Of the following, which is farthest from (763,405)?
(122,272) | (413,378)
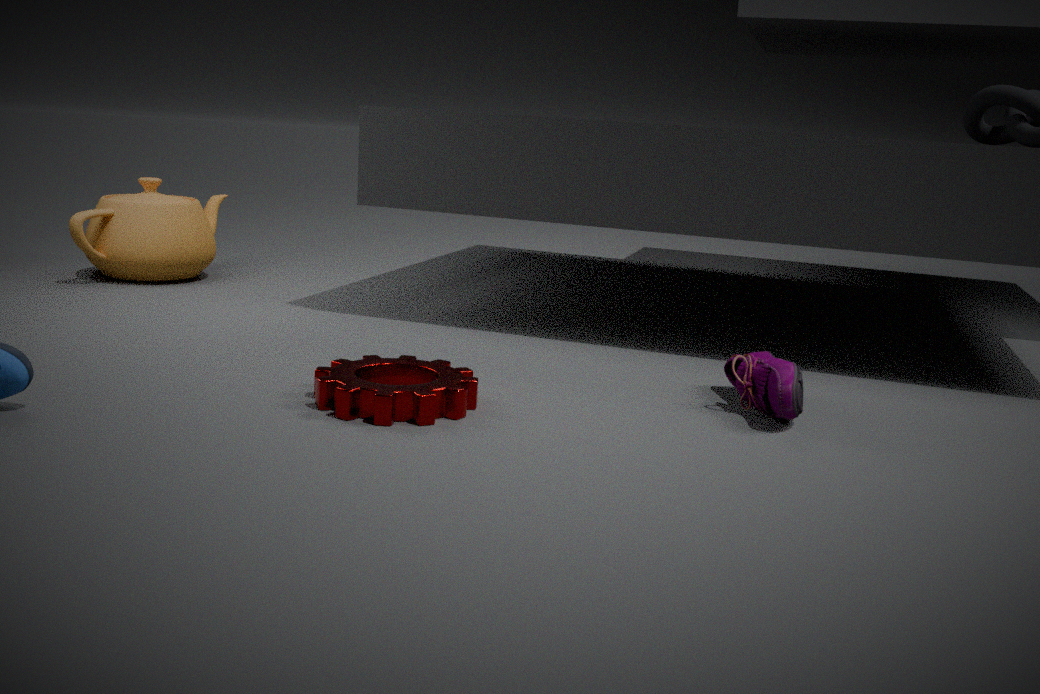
(122,272)
